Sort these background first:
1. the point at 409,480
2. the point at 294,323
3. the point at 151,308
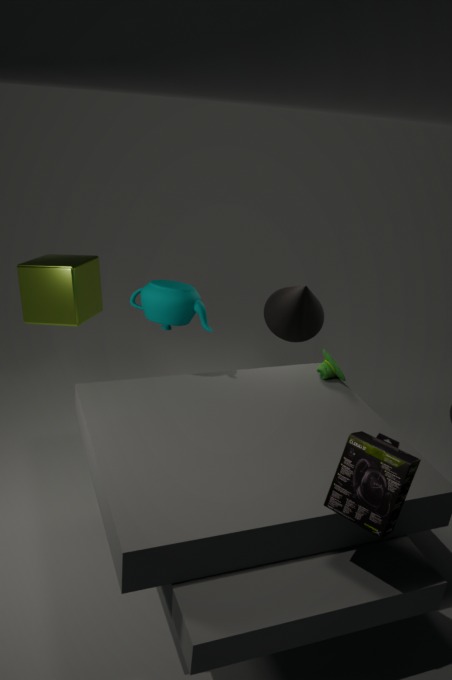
the point at 294,323
the point at 151,308
the point at 409,480
